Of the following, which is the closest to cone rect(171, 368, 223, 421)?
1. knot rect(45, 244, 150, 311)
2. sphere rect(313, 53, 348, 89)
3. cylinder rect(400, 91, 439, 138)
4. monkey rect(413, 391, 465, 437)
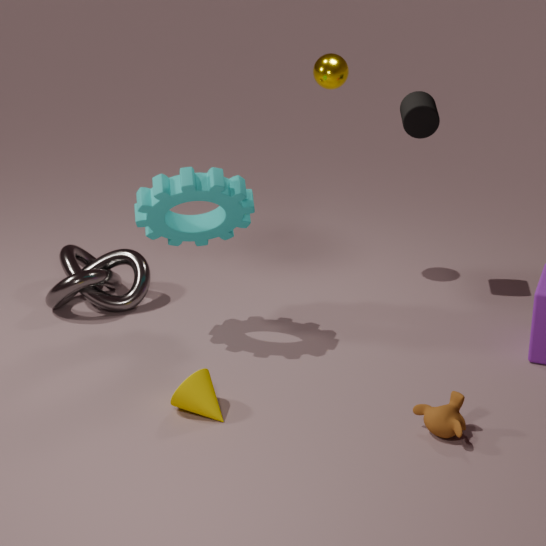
monkey rect(413, 391, 465, 437)
